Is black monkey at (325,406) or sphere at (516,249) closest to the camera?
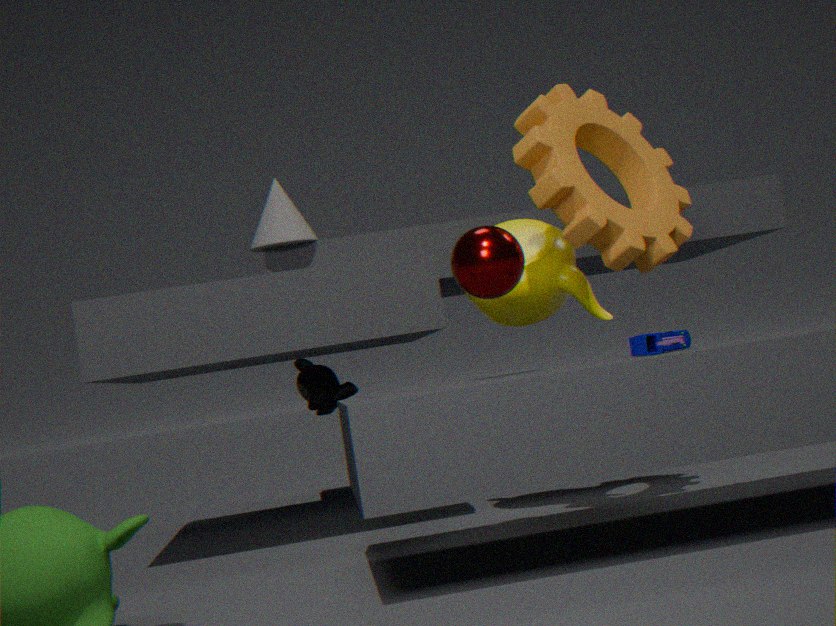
sphere at (516,249)
